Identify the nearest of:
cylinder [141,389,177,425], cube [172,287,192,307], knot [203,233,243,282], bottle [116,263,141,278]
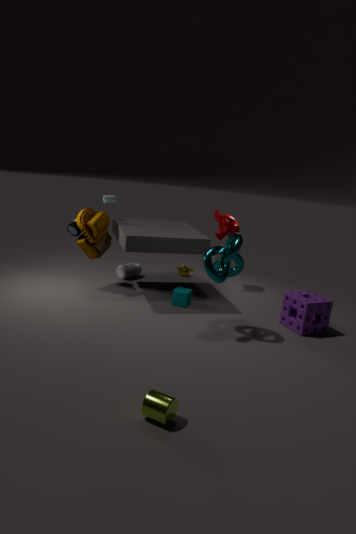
cylinder [141,389,177,425]
